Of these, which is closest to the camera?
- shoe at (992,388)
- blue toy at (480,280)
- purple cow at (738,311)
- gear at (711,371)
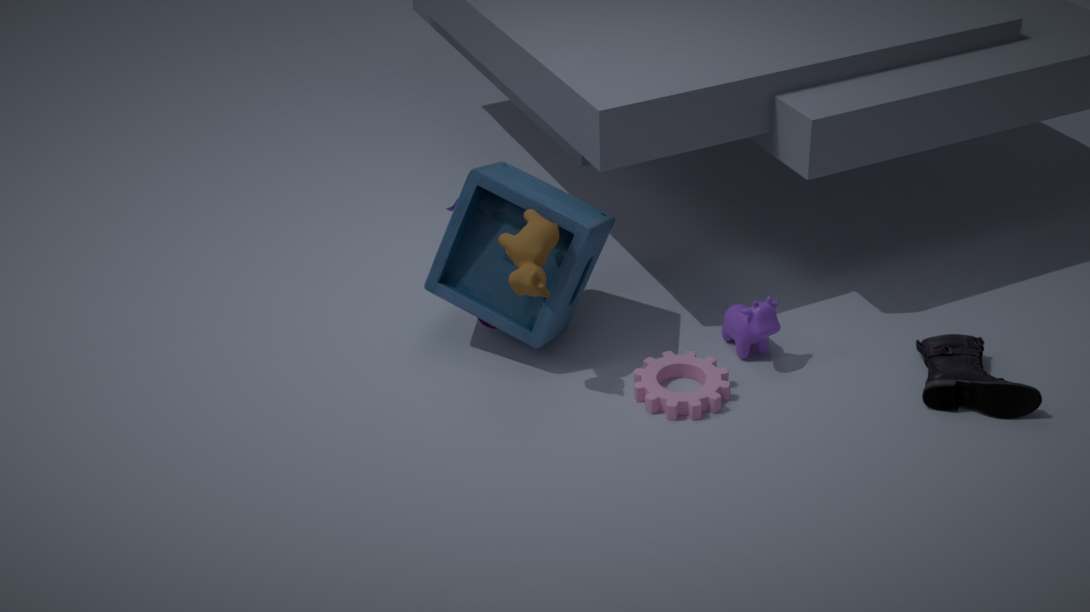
shoe at (992,388)
